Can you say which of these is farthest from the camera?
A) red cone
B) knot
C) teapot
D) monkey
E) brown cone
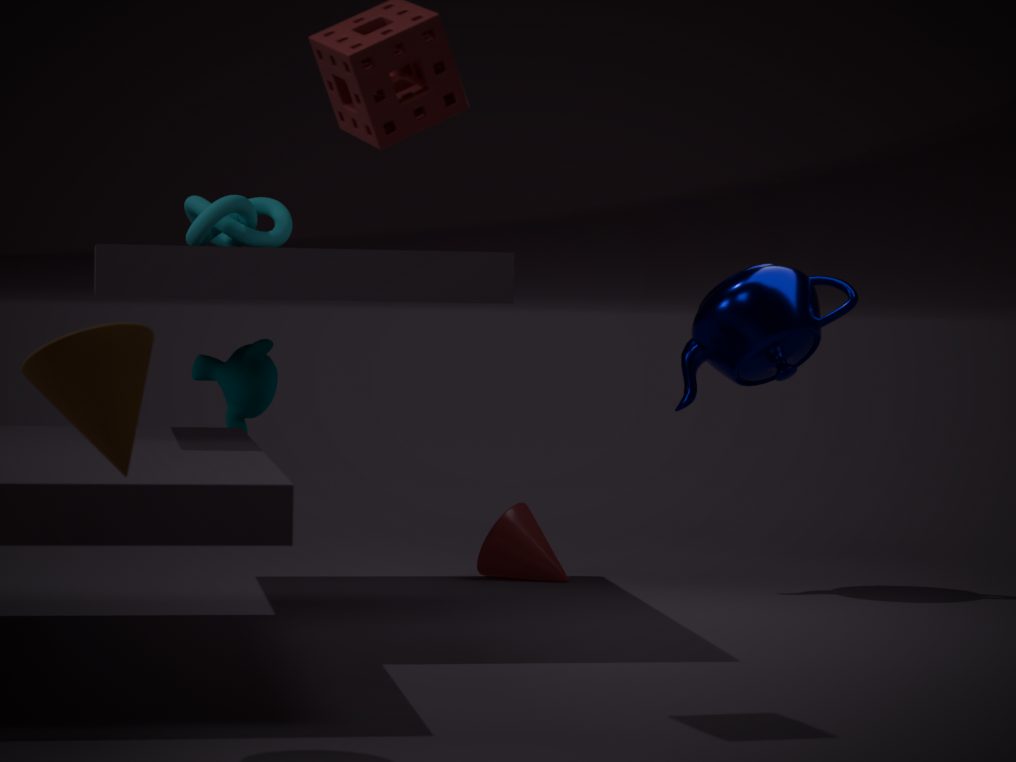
red cone
